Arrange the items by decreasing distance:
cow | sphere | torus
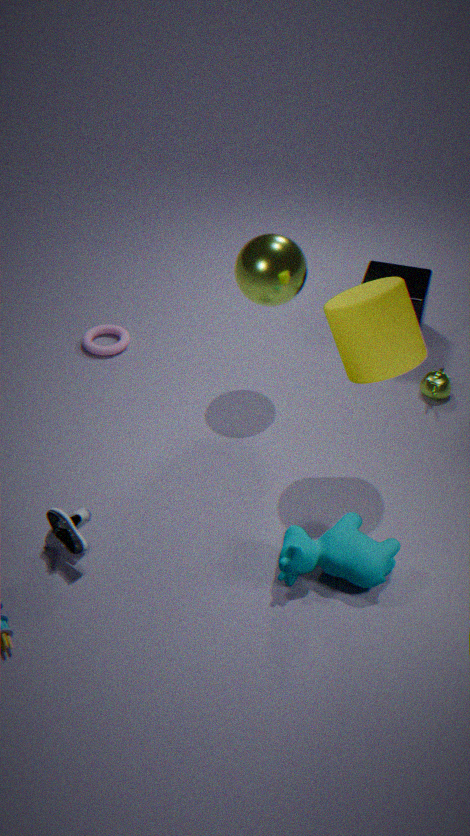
torus → sphere → cow
